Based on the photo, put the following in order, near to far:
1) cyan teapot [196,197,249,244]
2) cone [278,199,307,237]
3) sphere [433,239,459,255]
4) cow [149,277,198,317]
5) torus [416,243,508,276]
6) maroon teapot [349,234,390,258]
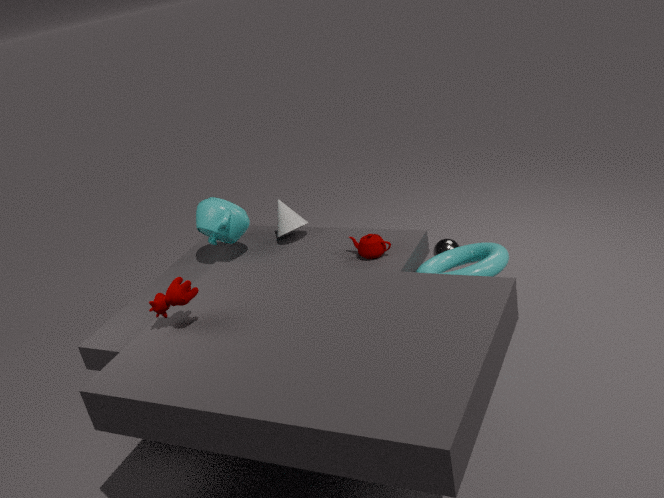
4. cow [149,277,198,317] → 5. torus [416,243,508,276] → 6. maroon teapot [349,234,390,258] → 1. cyan teapot [196,197,249,244] → 2. cone [278,199,307,237] → 3. sphere [433,239,459,255]
